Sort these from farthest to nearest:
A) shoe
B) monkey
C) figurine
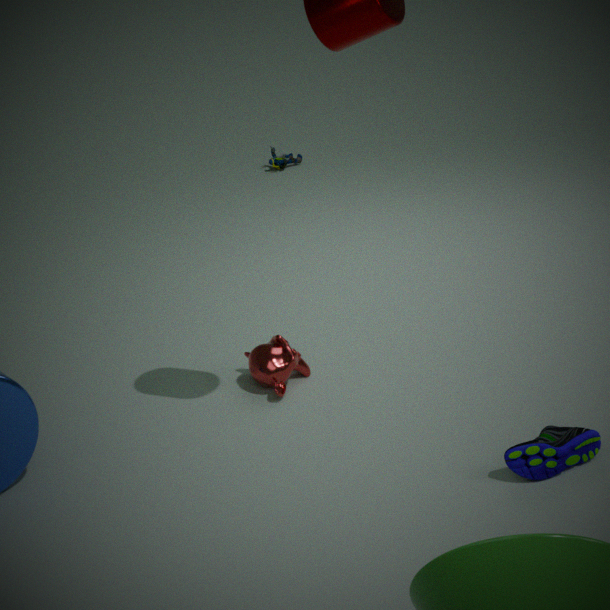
figurine → monkey → shoe
